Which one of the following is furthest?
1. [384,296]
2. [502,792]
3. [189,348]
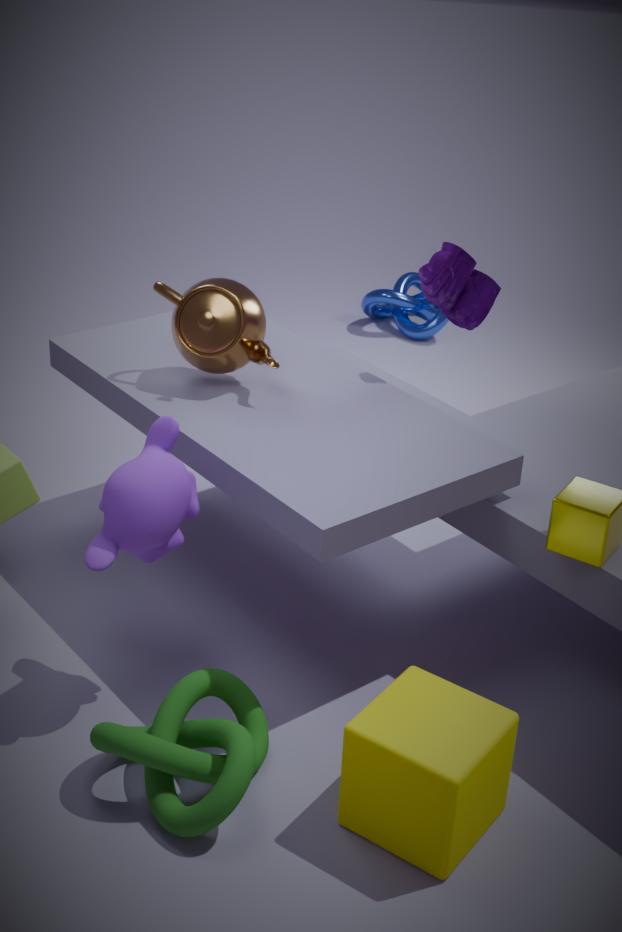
[384,296]
